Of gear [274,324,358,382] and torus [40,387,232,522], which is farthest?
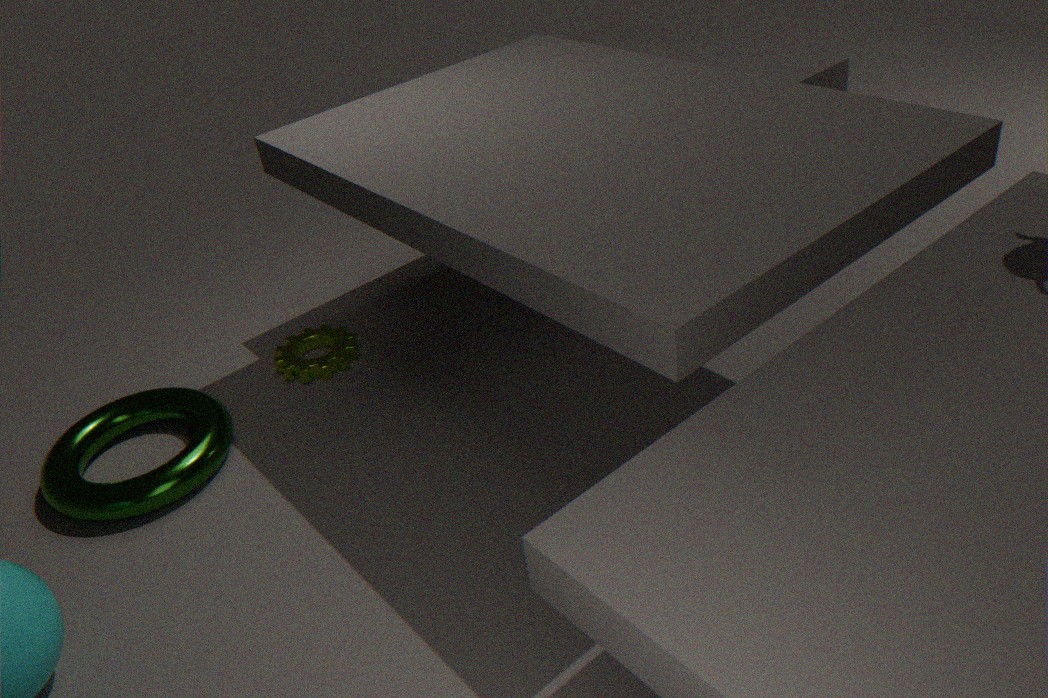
gear [274,324,358,382]
